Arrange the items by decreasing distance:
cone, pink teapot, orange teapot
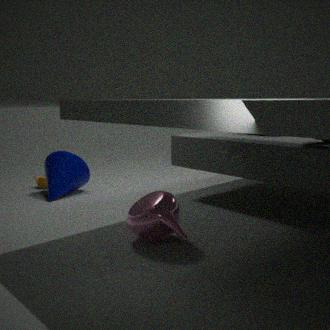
orange teapot, cone, pink teapot
